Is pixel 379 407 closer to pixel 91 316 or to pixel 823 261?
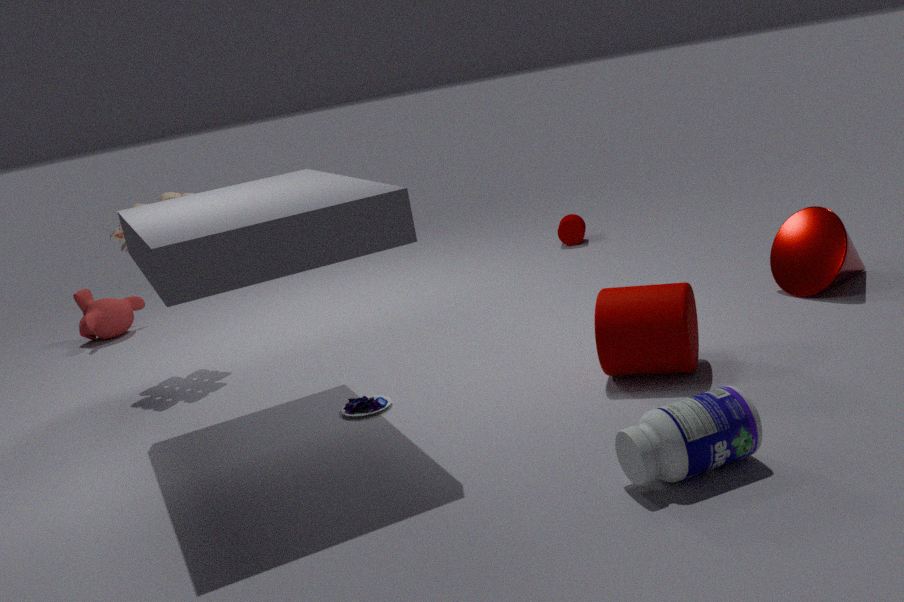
pixel 823 261
